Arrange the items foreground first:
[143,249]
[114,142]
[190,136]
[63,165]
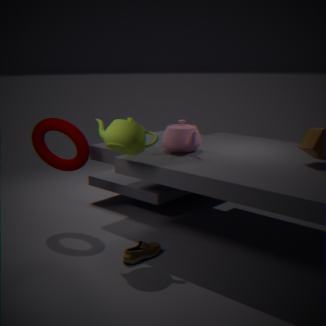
1. [114,142]
2. [143,249]
3. [190,136]
4. [63,165]
